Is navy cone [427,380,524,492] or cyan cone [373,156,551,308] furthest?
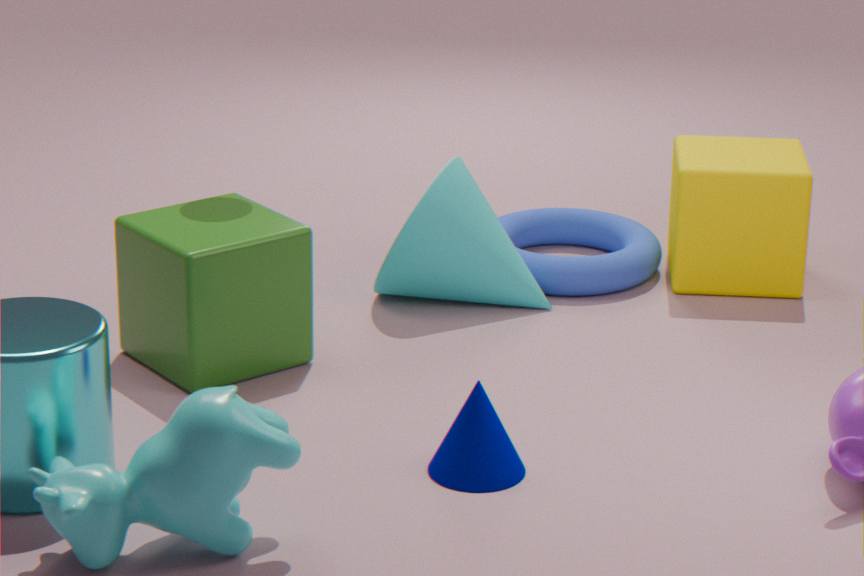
cyan cone [373,156,551,308]
